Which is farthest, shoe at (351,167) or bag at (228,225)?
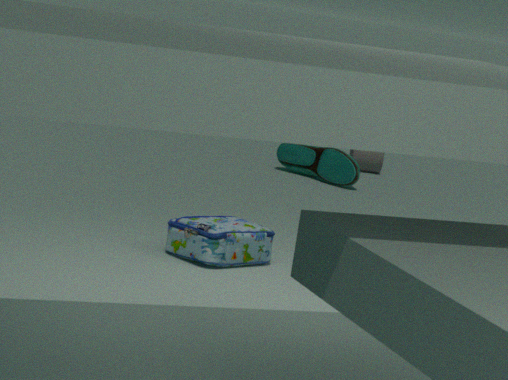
shoe at (351,167)
